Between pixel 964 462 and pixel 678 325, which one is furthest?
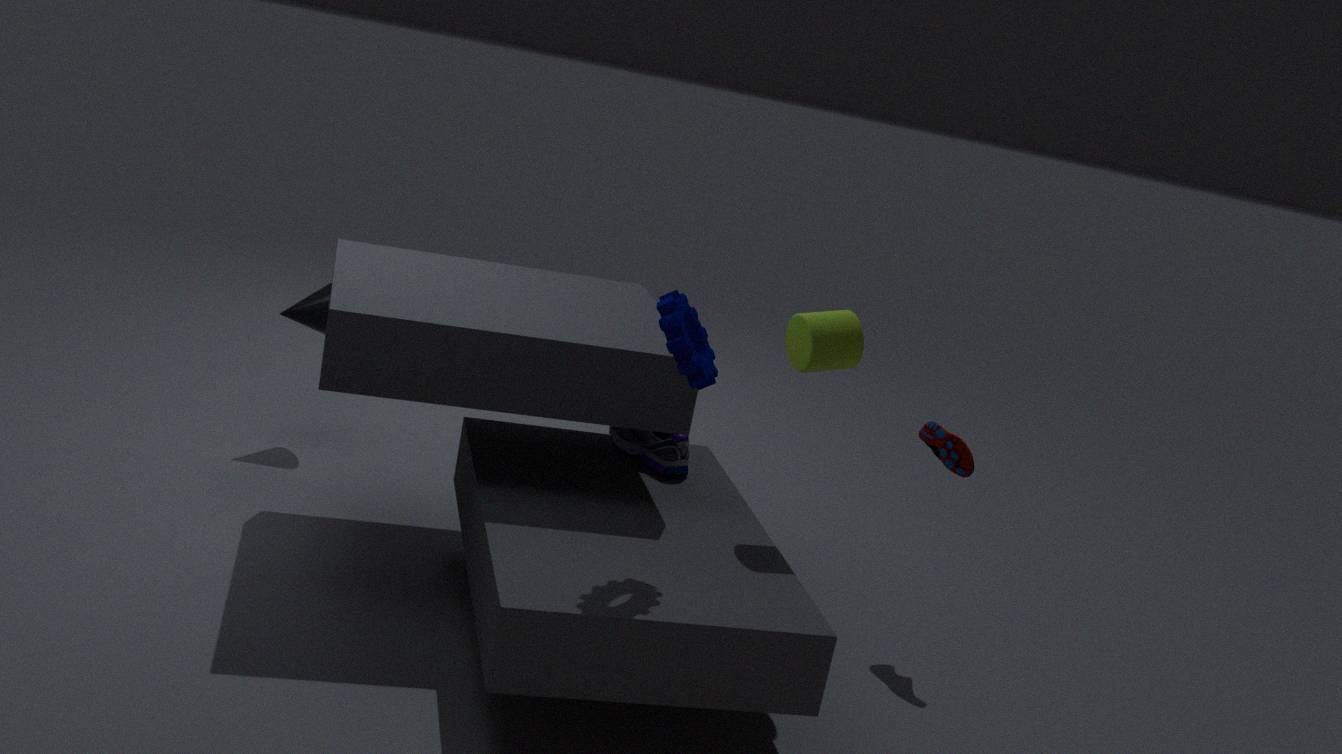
pixel 964 462
